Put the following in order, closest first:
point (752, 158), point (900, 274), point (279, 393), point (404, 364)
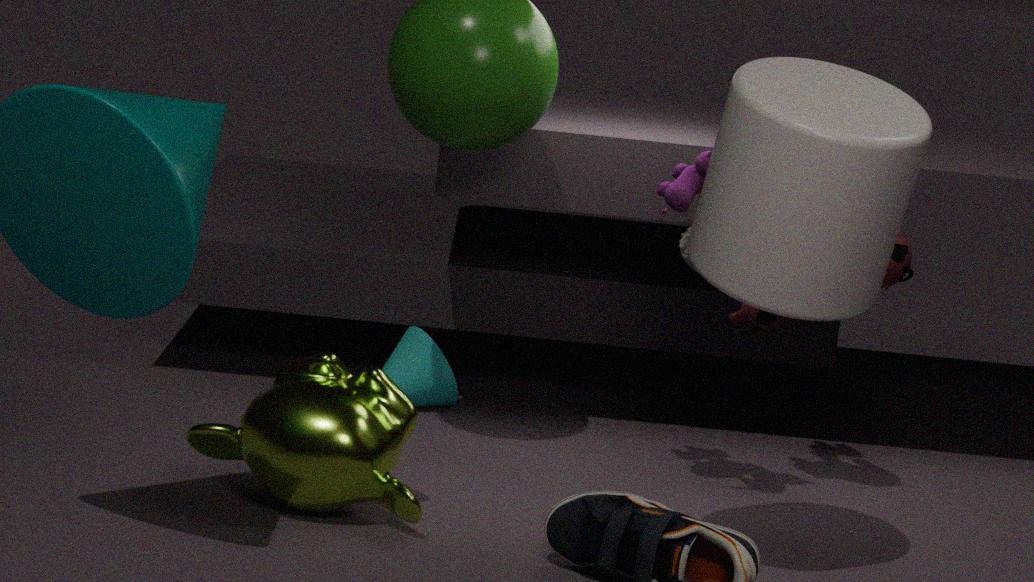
1. point (752, 158)
2. point (279, 393)
3. point (900, 274)
4. point (404, 364)
